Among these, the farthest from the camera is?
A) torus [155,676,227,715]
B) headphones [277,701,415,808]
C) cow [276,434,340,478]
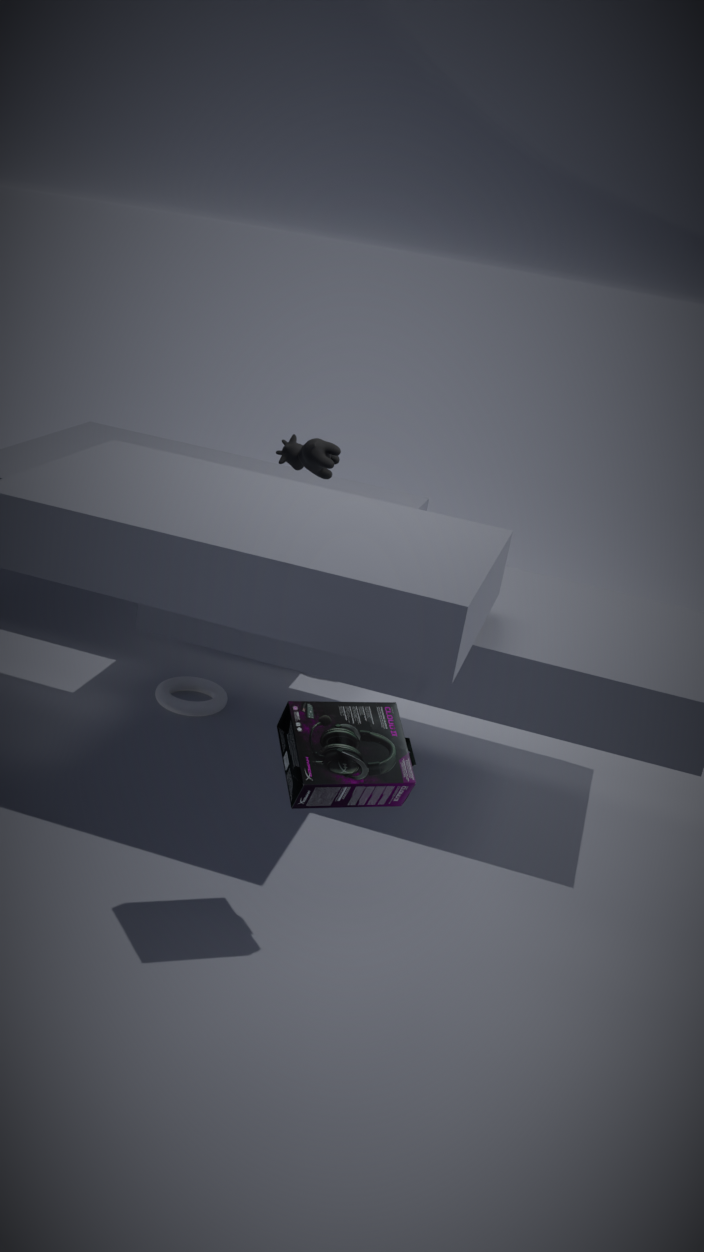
torus [155,676,227,715]
